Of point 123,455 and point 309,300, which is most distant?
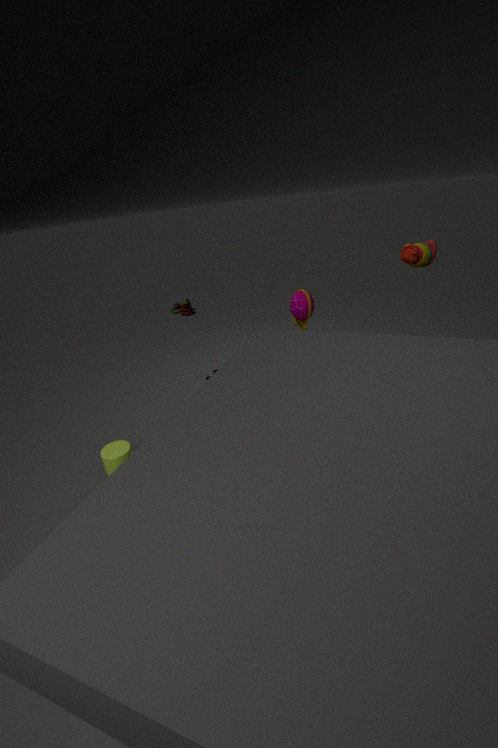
point 309,300
